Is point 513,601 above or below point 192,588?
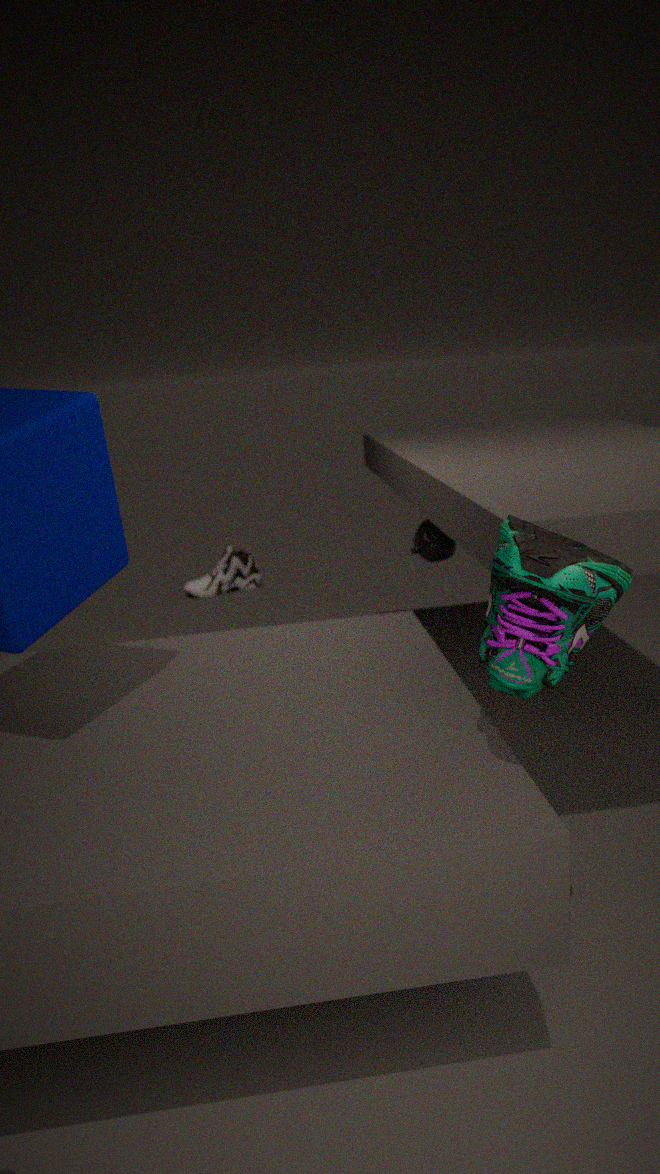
above
